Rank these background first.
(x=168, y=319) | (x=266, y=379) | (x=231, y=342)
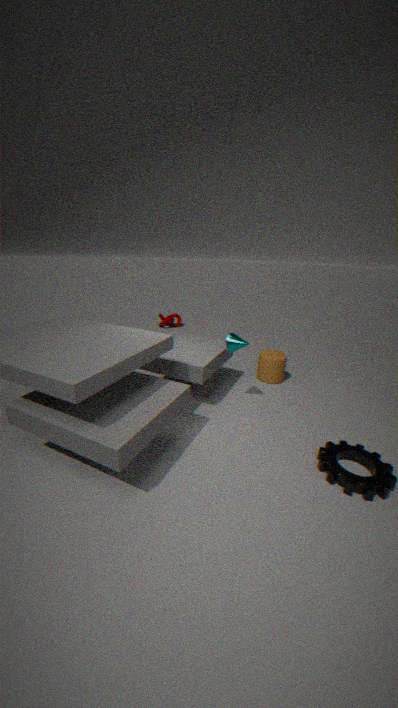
(x=168, y=319)
(x=266, y=379)
(x=231, y=342)
